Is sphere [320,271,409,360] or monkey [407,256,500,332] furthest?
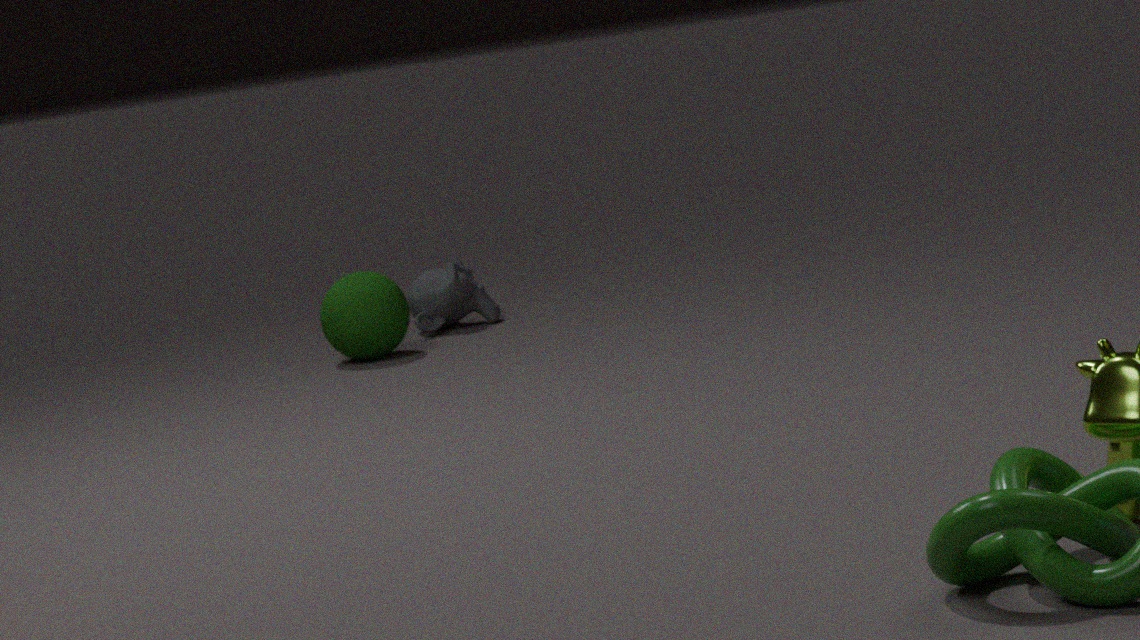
monkey [407,256,500,332]
